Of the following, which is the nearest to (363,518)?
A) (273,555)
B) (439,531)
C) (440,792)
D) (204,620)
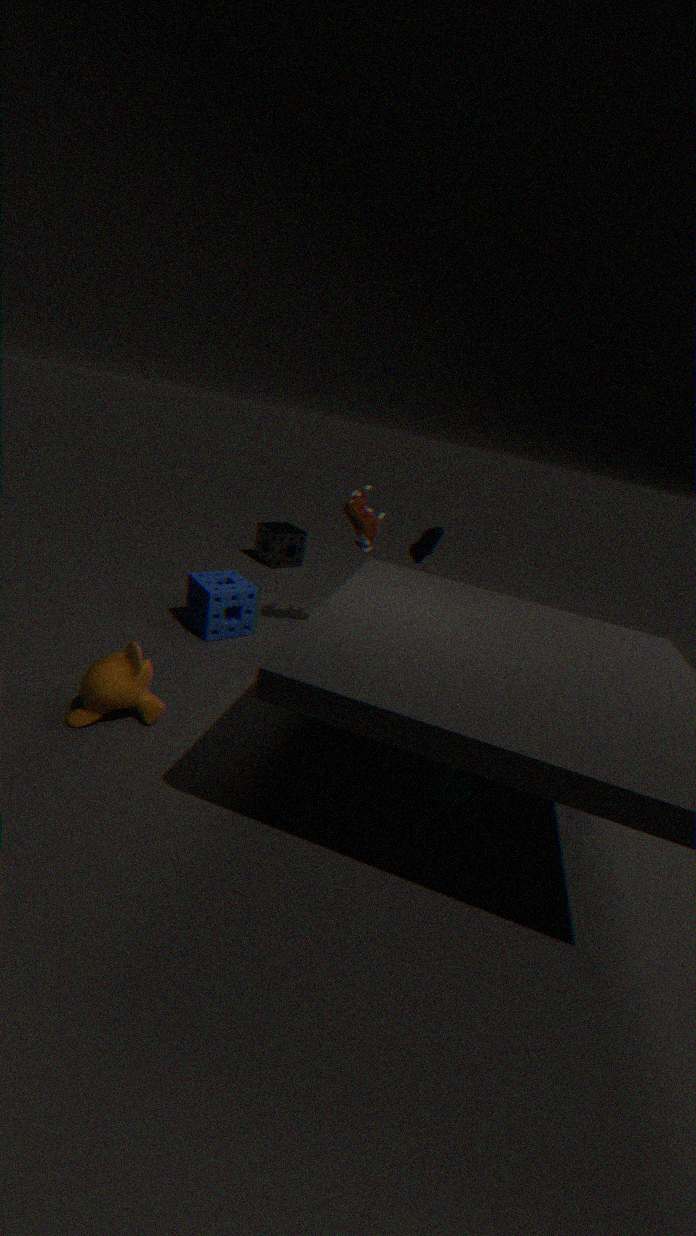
(439,531)
